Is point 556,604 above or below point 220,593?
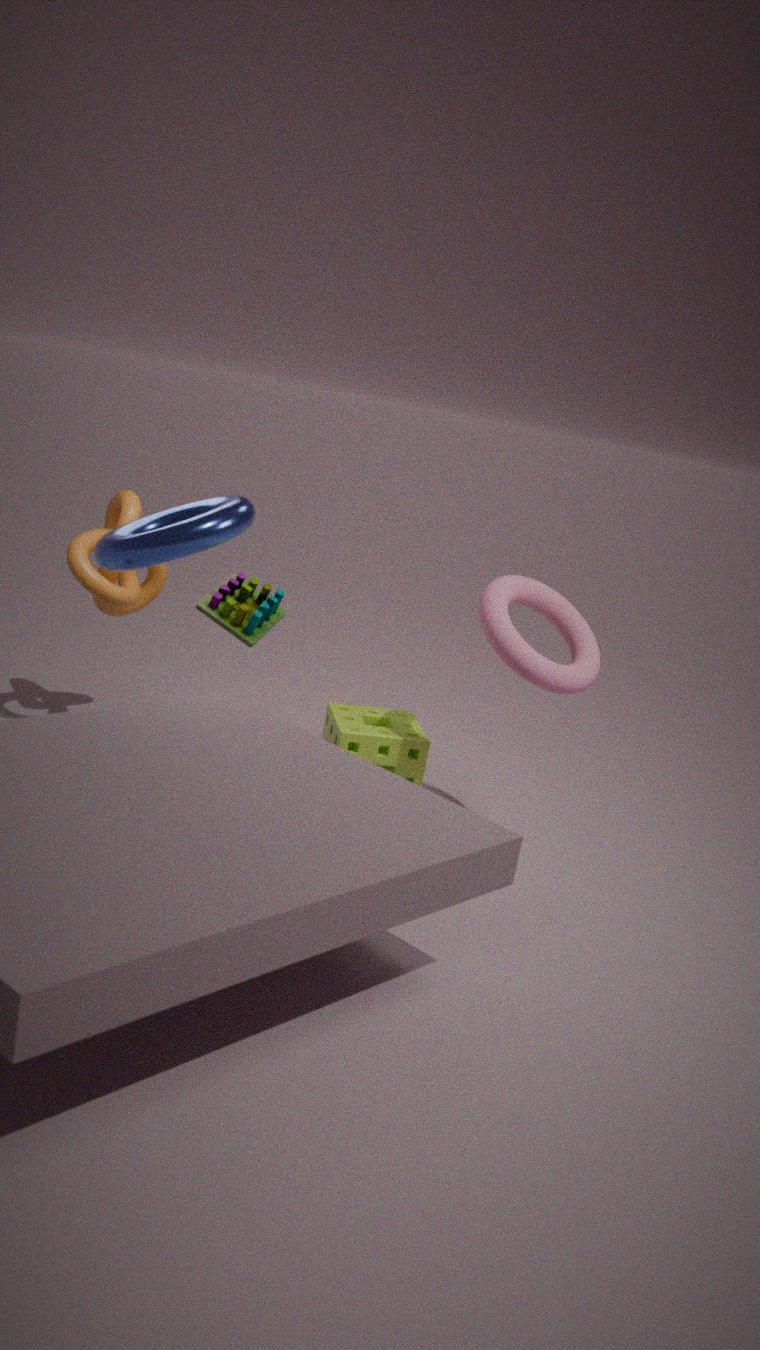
above
